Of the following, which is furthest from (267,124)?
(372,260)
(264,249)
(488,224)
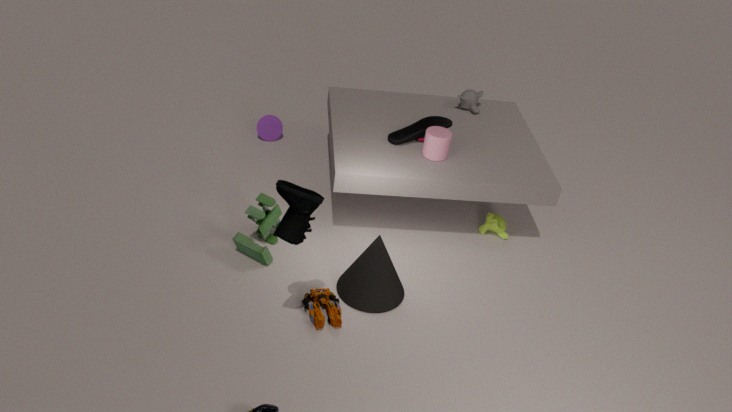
(488,224)
